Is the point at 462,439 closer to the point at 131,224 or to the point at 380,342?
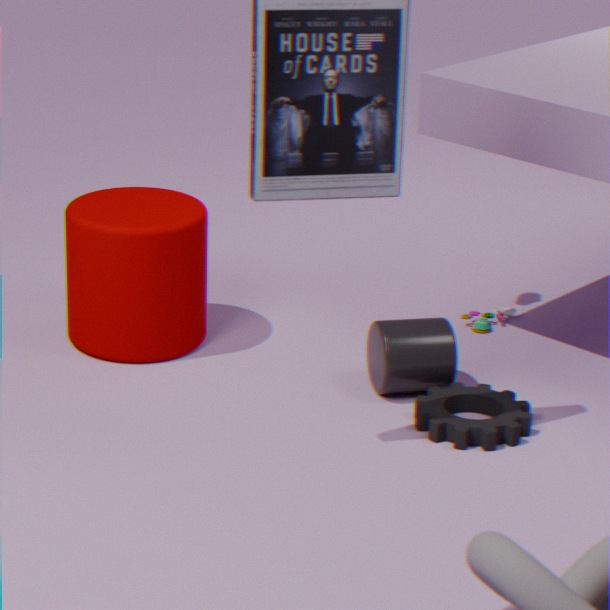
the point at 380,342
